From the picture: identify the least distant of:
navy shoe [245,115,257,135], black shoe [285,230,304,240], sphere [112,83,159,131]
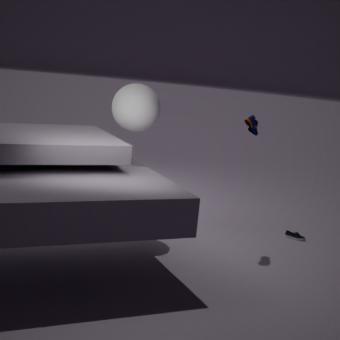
sphere [112,83,159,131]
